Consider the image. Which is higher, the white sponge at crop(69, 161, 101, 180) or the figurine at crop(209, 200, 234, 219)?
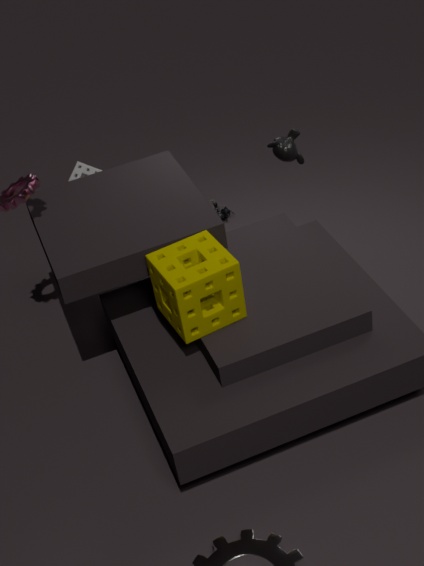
the white sponge at crop(69, 161, 101, 180)
